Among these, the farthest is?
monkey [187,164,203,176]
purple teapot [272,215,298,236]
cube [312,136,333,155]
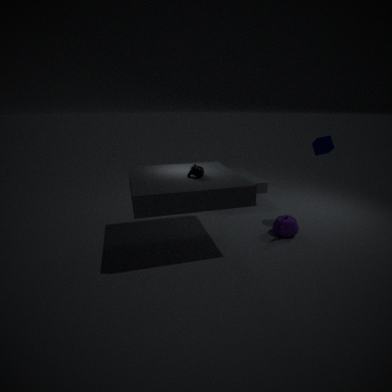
purple teapot [272,215,298,236]
